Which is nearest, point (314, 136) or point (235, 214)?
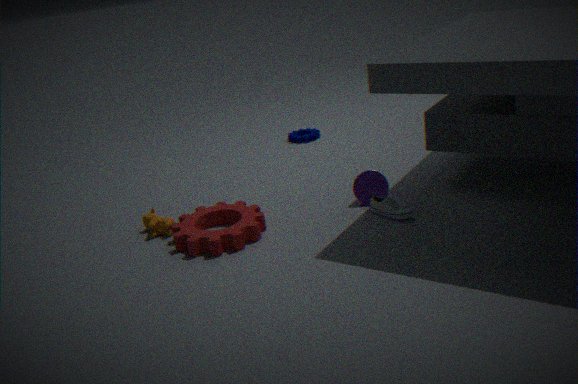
point (235, 214)
